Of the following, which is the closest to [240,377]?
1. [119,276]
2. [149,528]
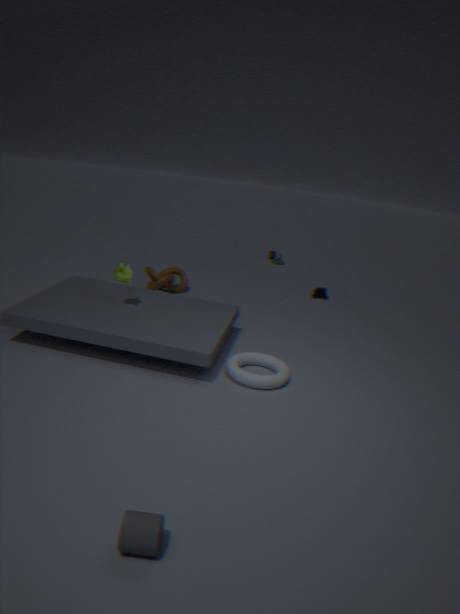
[119,276]
